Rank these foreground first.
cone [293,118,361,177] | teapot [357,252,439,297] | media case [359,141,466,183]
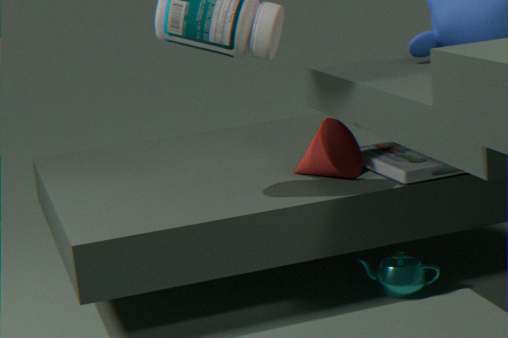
teapot [357,252,439,297]
media case [359,141,466,183]
cone [293,118,361,177]
